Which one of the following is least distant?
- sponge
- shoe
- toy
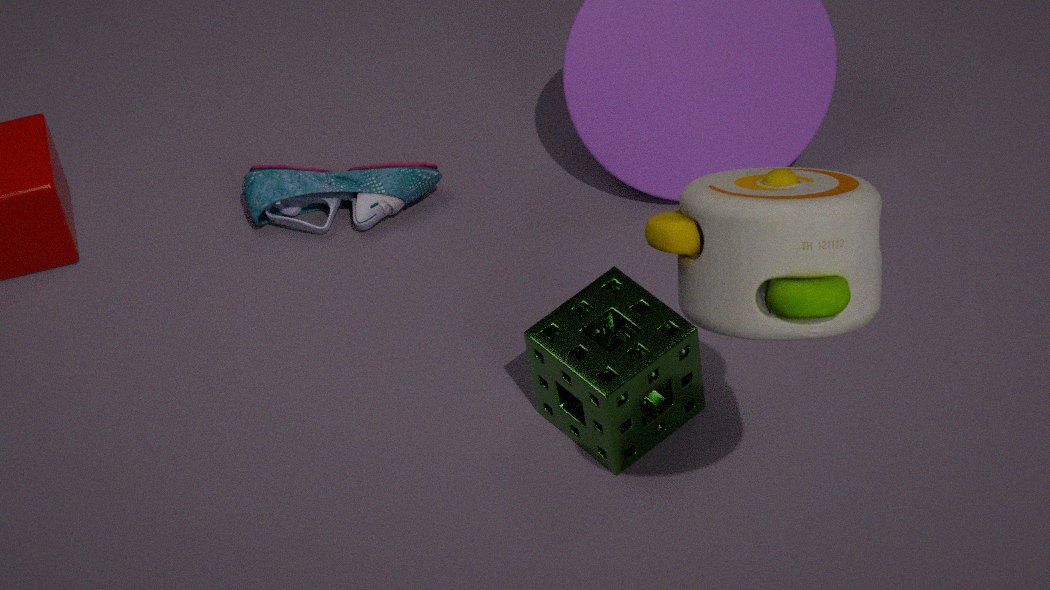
toy
